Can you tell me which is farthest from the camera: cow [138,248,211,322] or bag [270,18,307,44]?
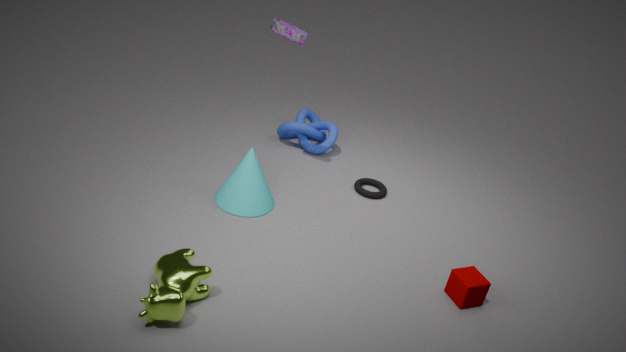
bag [270,18,307,44]
